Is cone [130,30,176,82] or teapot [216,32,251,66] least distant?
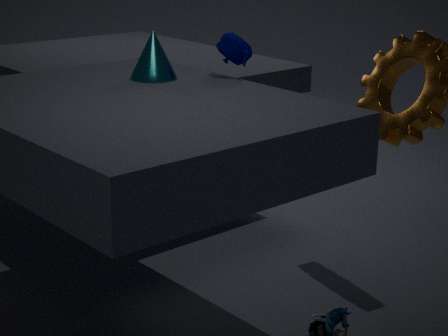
cone [130,30,176,82]
